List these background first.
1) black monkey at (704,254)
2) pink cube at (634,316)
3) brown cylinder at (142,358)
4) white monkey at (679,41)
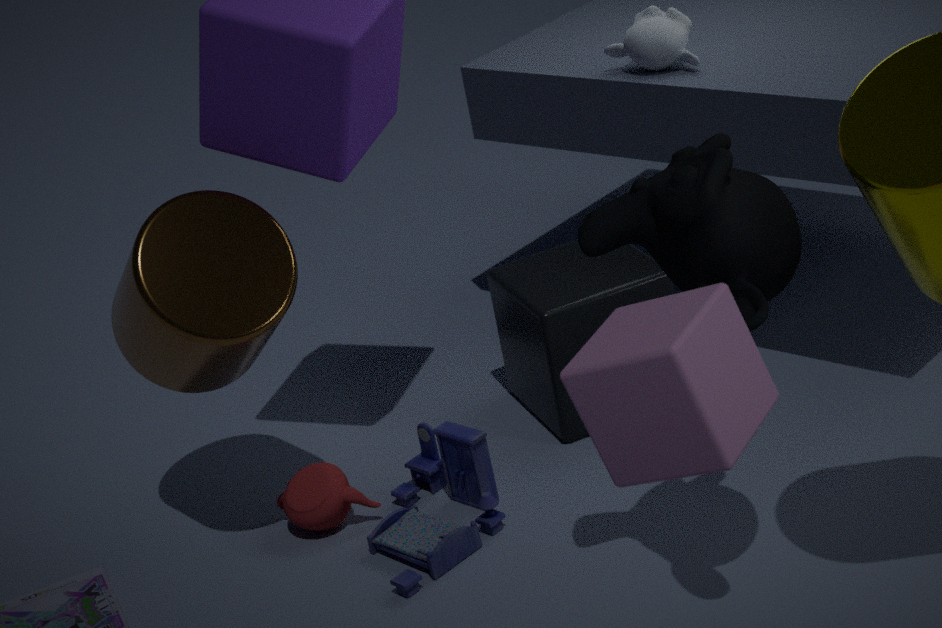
4. white monkey at (679,41) → 3. brown cylinder at (142,358) → 1. black monkey at (704,254) → 2. pink cube at (634,316)
